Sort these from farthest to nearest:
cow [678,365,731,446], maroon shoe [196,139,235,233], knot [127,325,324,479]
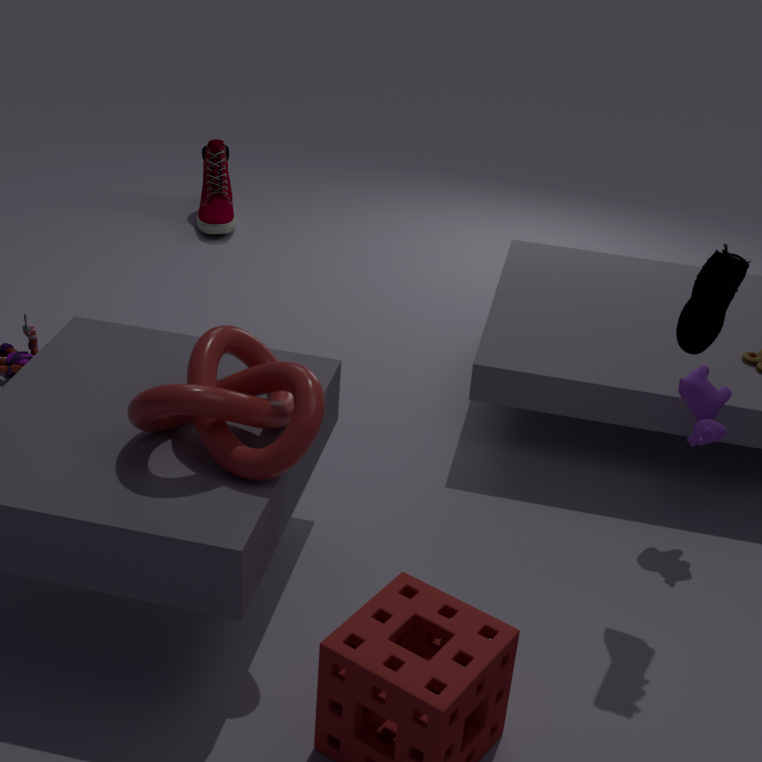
1. maroon shoe [196,139,235,233]
2. cow [678,365,731,446]
3. knot [127,325,324,479]
